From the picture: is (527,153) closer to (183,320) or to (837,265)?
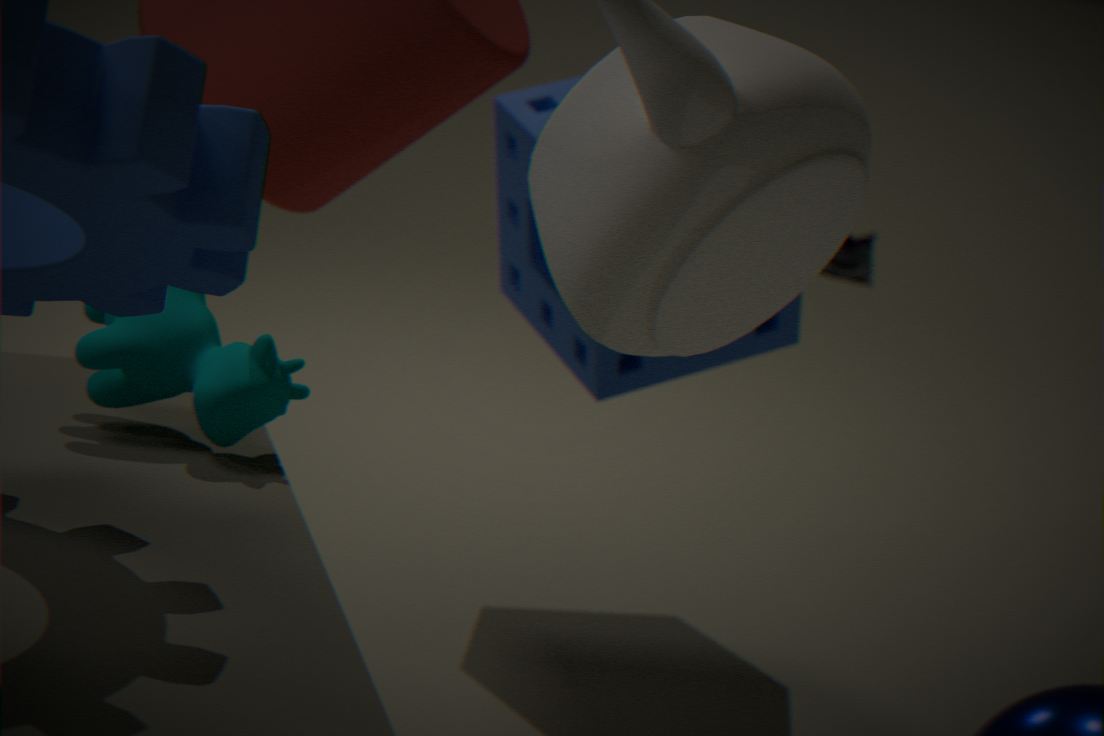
(183,320)
